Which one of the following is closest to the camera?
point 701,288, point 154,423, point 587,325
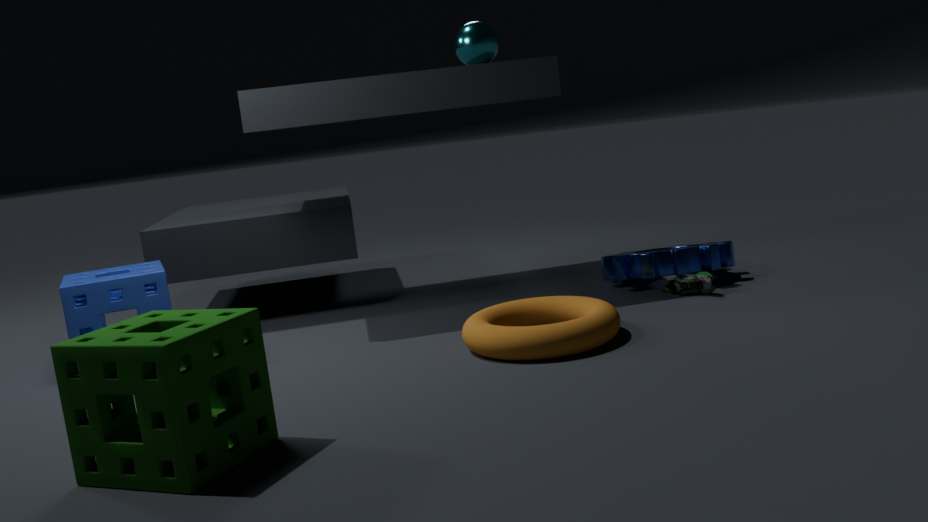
point 154,423
